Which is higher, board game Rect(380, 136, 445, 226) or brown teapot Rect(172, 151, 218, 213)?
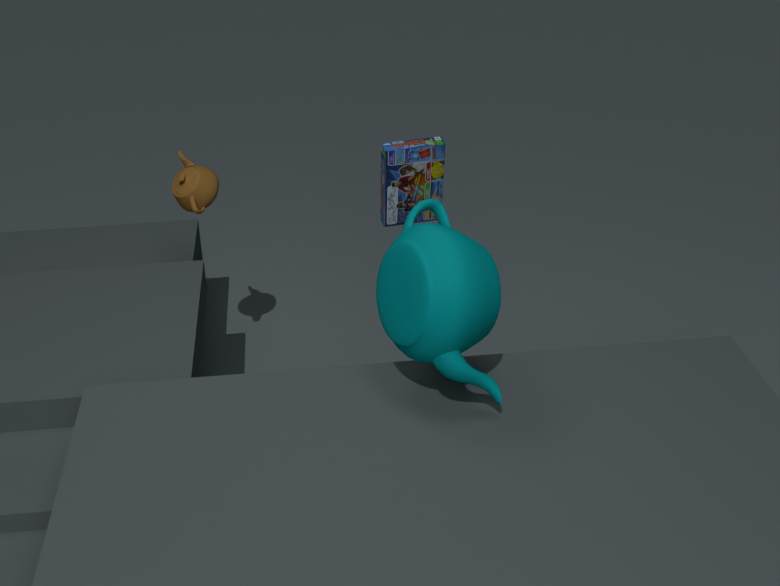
board game Rect(380, 136, 445, 226)
